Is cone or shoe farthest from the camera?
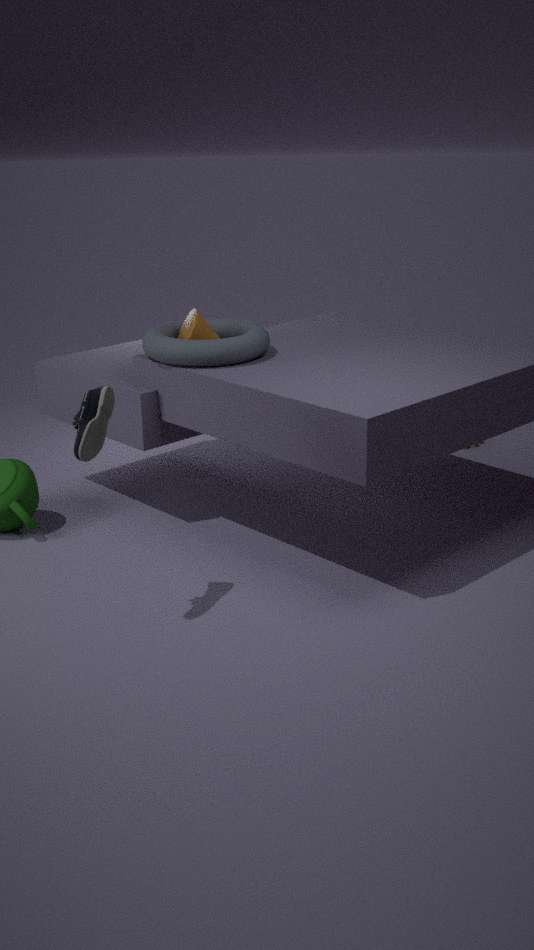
cone
